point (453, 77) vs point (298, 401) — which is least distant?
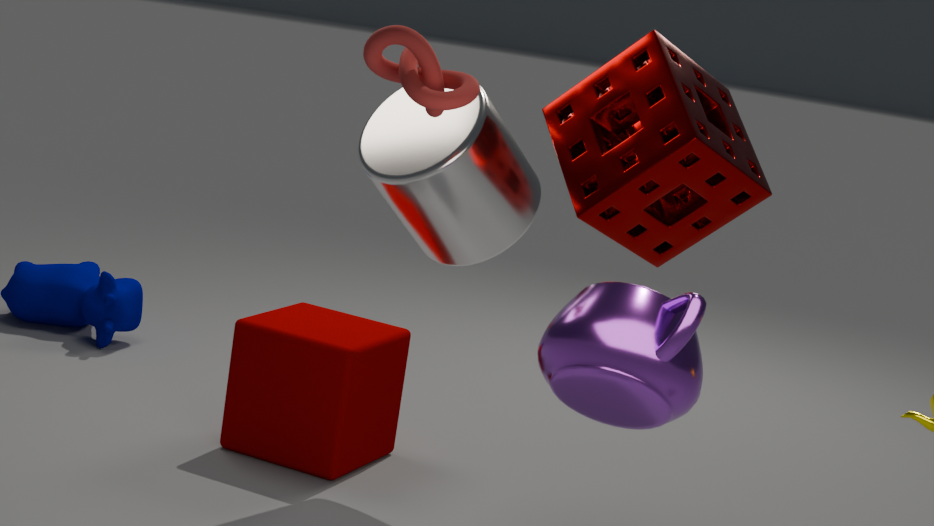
point (453, 77)
